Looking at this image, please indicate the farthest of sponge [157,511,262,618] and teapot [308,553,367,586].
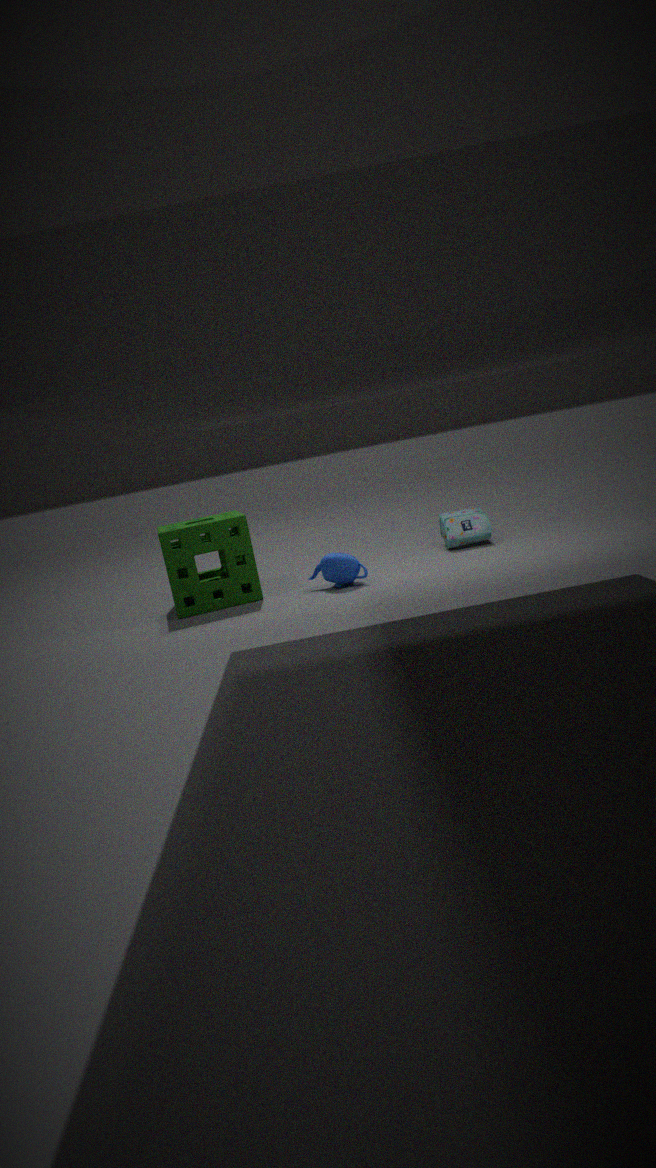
sponge [157,511,262,618]
